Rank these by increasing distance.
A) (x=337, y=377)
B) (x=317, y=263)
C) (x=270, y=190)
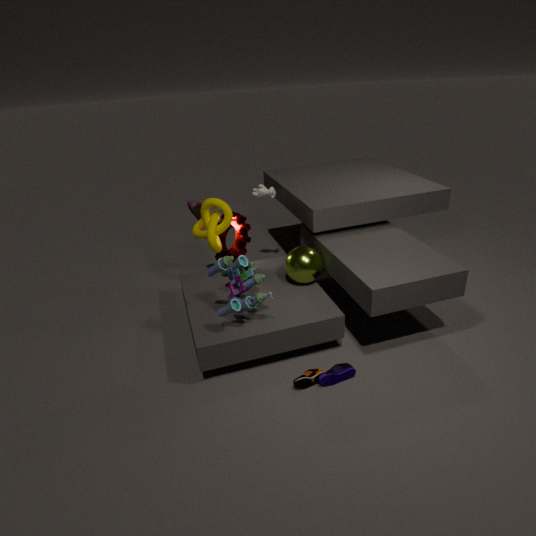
A. (x=337, y=377)
B. (x=317, y=263)
C. (x=270, y=190)
